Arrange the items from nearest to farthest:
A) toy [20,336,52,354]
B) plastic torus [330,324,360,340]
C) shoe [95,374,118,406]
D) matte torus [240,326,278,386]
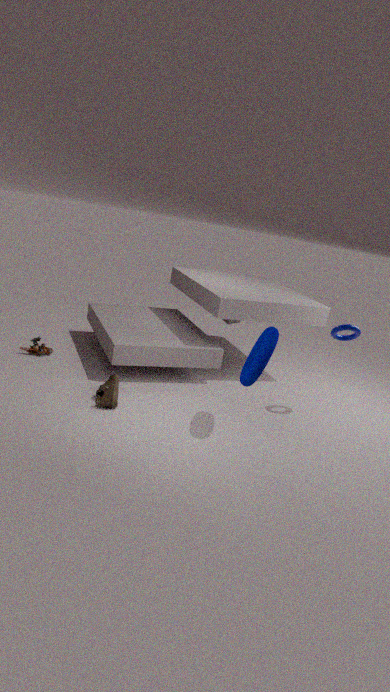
matte torus [240,326,278,386]
shoe [95,374,118,406]
plastic torus [330,324,360,340]
toy [20,336,52,354]
